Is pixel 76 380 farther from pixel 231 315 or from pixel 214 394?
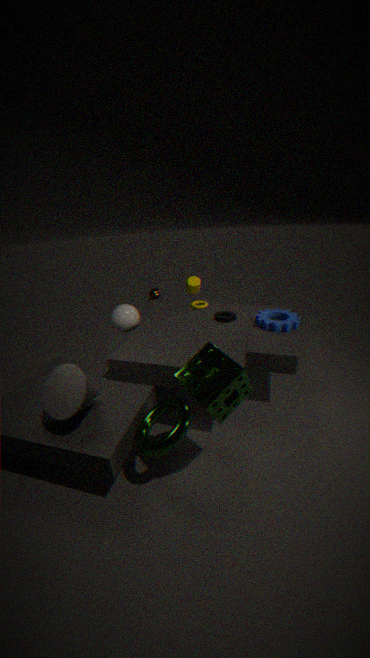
pixel 231 315
